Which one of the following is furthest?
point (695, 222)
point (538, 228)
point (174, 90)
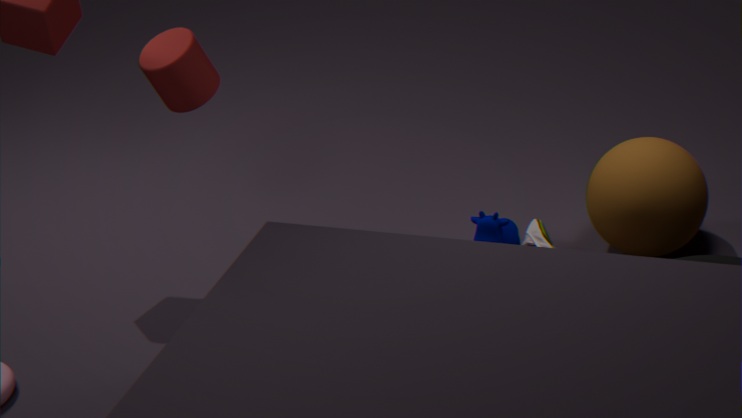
point (538, 228)
